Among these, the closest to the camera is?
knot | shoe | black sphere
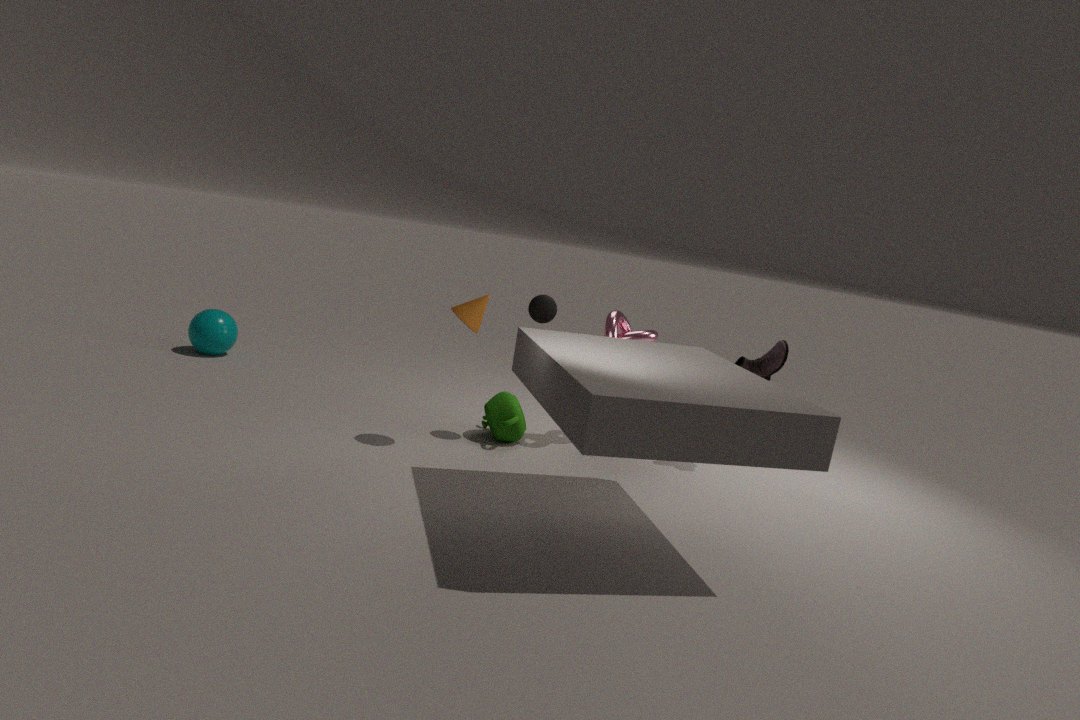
black sphere
